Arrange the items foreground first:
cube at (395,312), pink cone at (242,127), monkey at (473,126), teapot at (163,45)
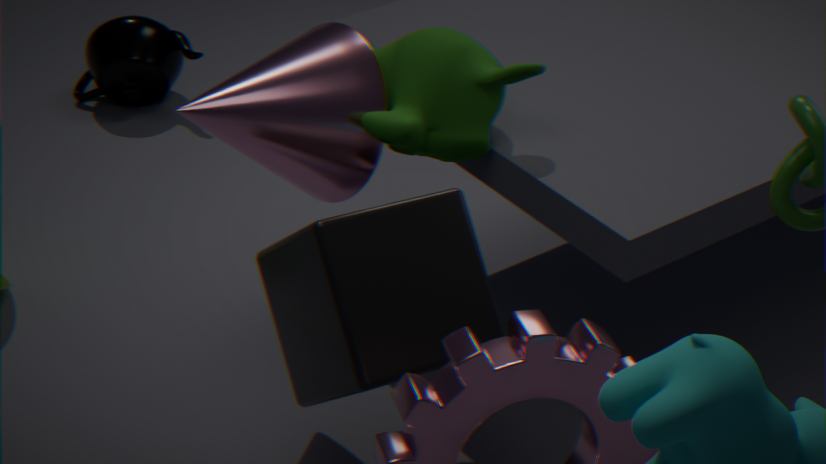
cube at (395,312) < monkey at (473,126) < pink cone at (242,127) < teapot at (163,45)
